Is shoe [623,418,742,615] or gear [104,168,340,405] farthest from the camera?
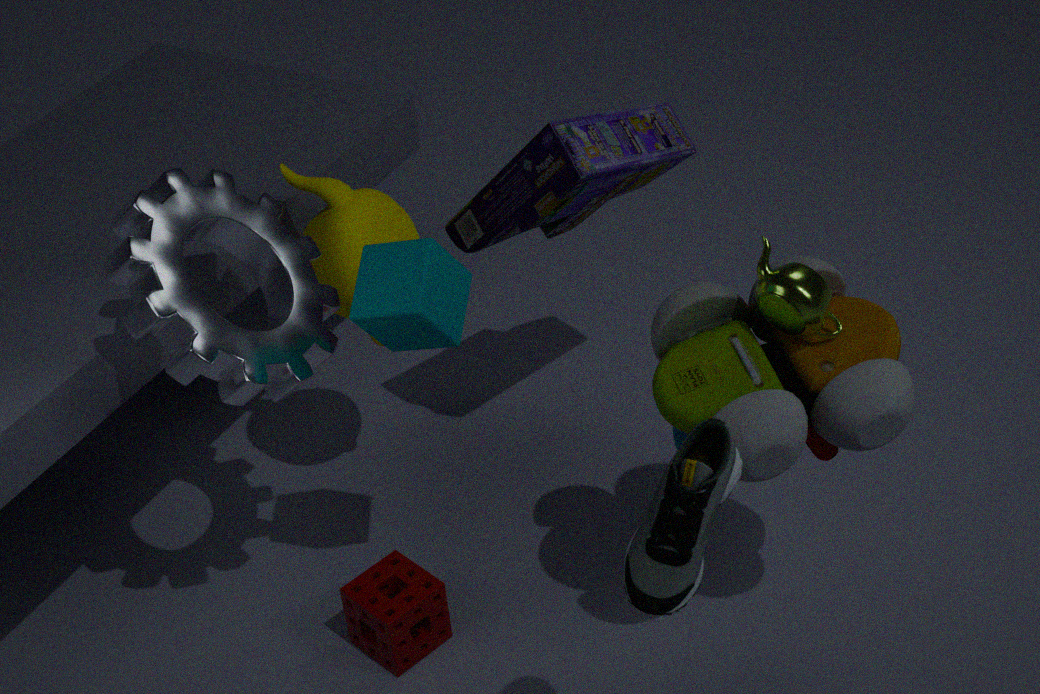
gear [104,168,340,405]
